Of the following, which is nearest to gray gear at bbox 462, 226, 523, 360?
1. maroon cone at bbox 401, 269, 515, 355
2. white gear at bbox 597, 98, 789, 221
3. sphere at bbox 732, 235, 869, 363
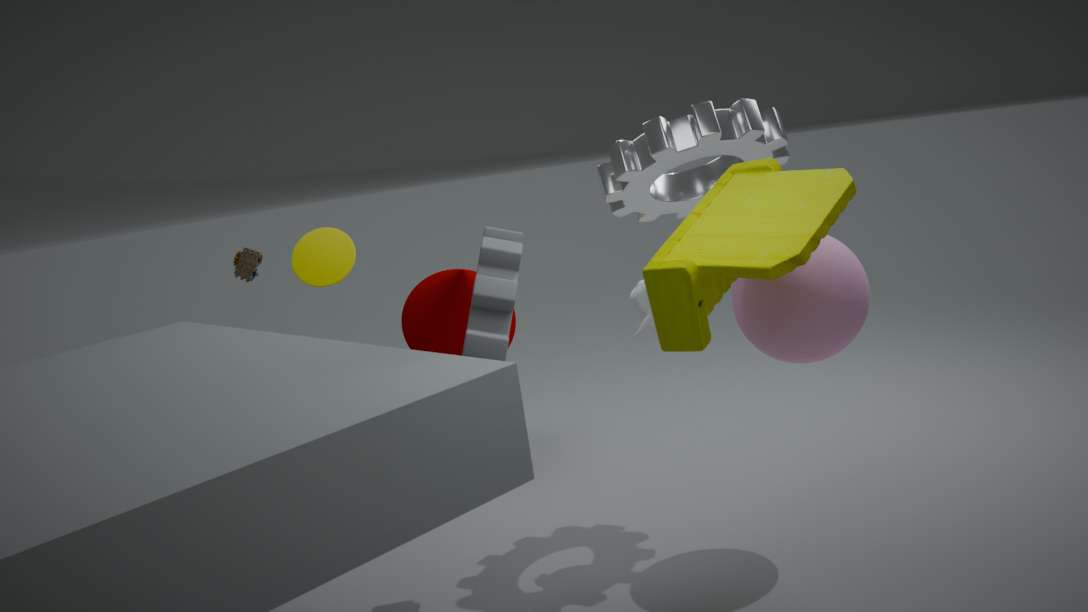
white gear at bbox 597, 98, 789, 221
